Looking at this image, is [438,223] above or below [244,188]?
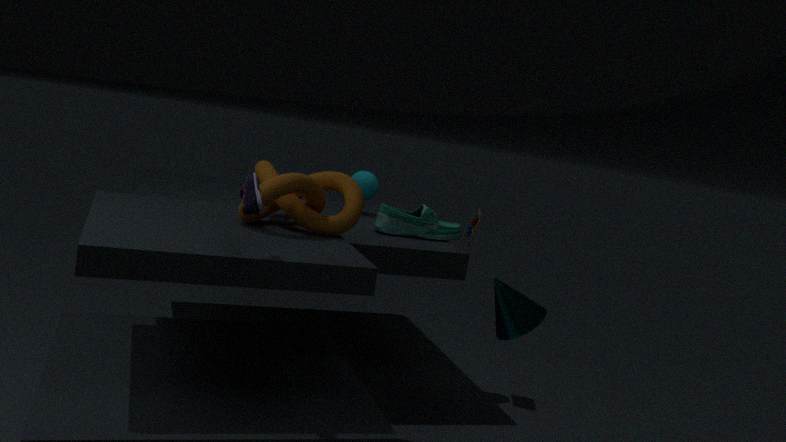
below
